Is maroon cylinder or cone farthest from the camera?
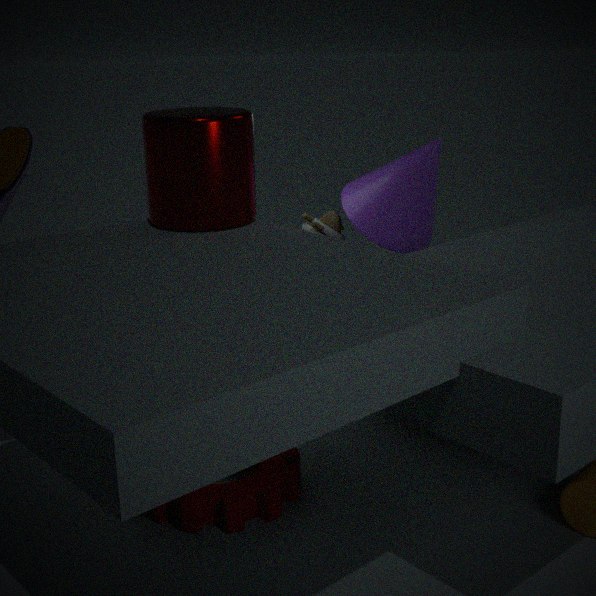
cone
